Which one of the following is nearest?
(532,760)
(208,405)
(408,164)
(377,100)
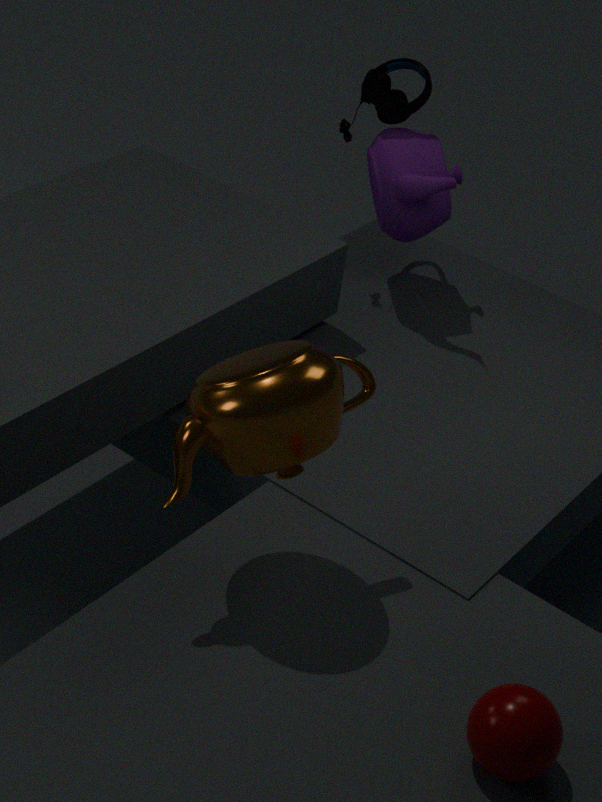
(532,760)
